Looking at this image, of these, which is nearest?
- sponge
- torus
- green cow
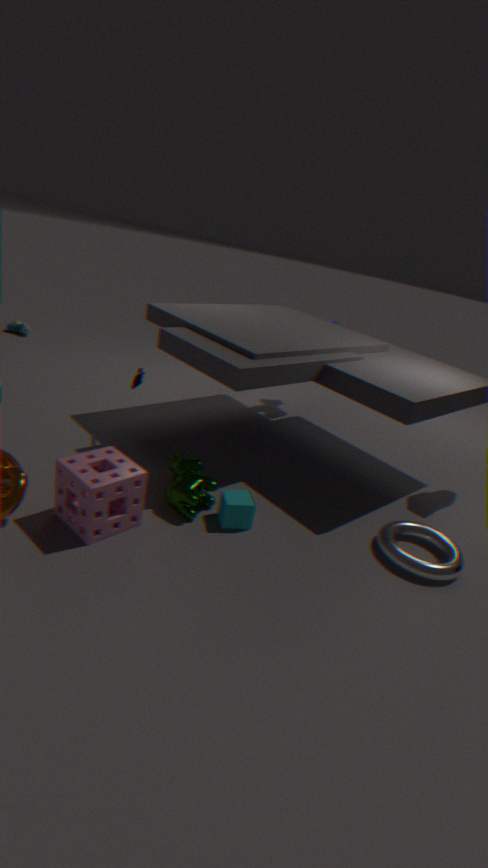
sponge
